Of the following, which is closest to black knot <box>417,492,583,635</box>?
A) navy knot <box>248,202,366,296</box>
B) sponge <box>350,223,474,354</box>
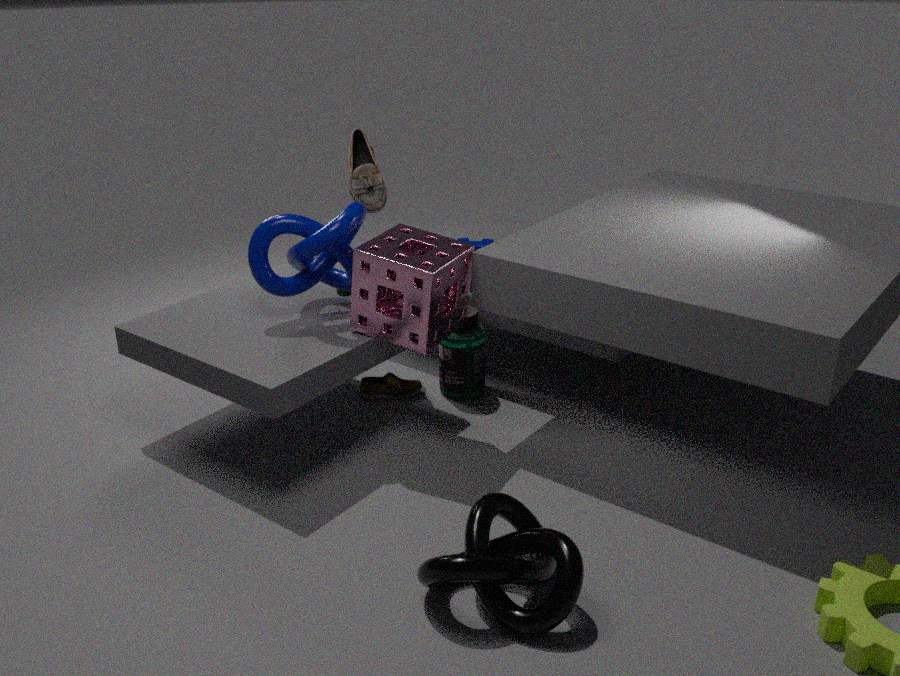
sponge <box>350,223,474,354</box>
